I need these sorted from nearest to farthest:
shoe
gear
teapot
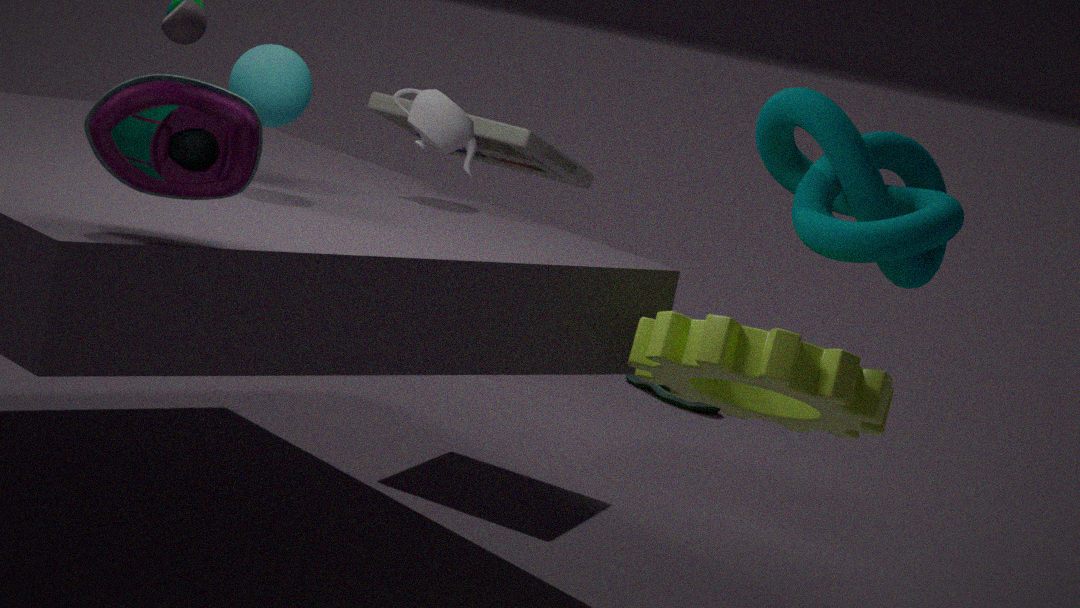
gear
teapot
shoe
